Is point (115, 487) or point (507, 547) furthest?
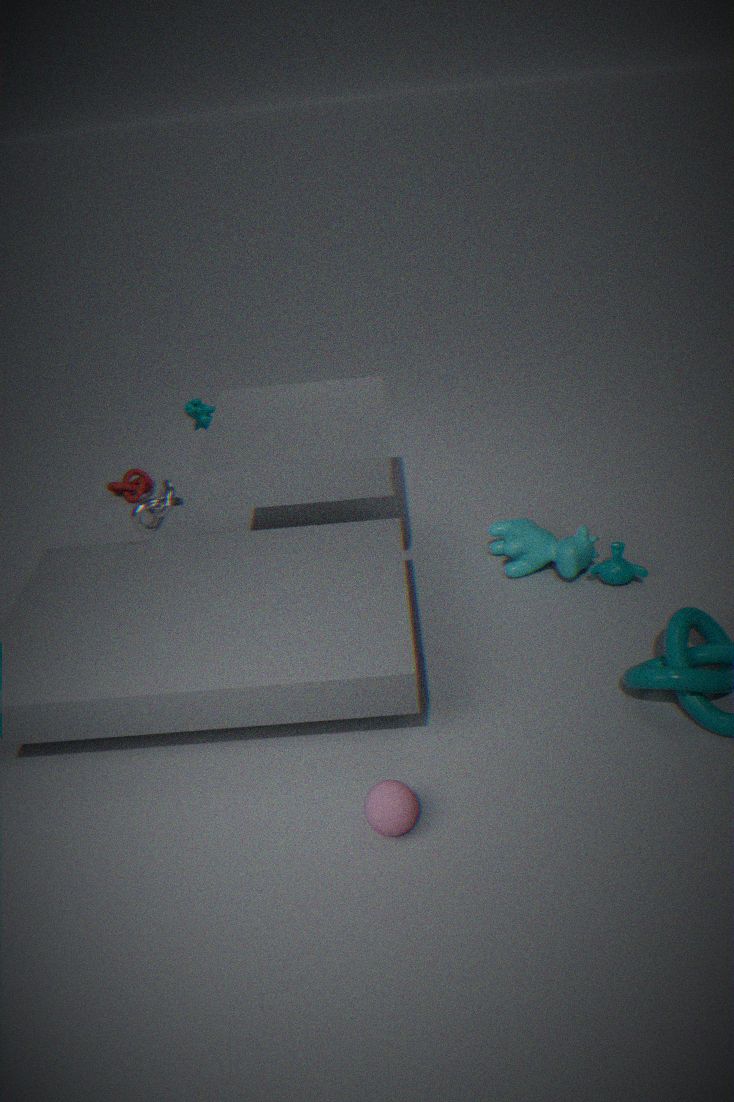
point (115, 487)
